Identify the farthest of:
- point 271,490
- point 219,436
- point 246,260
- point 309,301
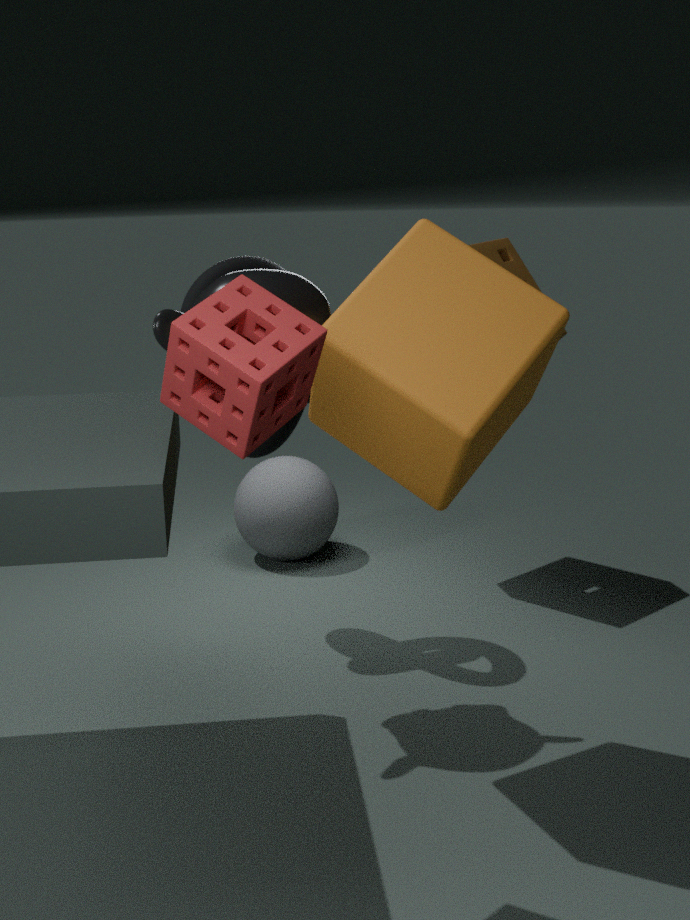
point 271,490
